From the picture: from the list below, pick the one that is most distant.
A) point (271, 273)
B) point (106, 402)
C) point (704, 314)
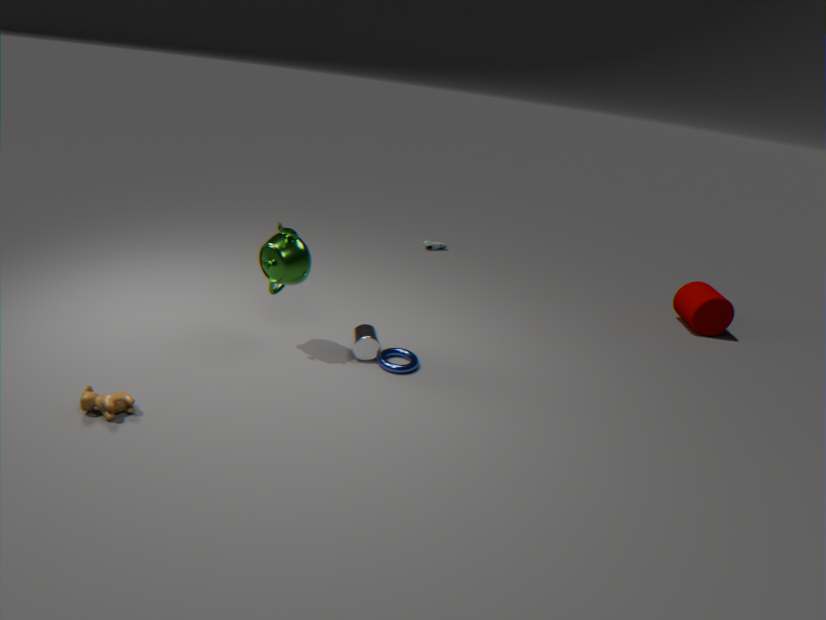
point (704, 314)
